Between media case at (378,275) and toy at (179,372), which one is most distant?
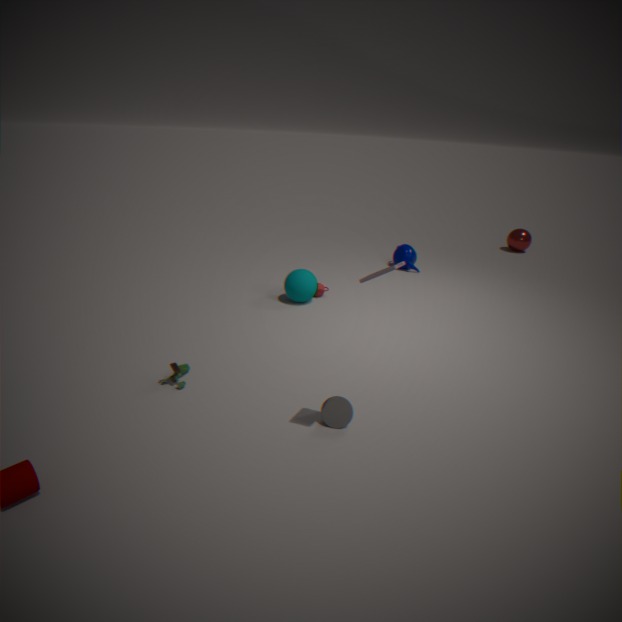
toy at (179,372)
